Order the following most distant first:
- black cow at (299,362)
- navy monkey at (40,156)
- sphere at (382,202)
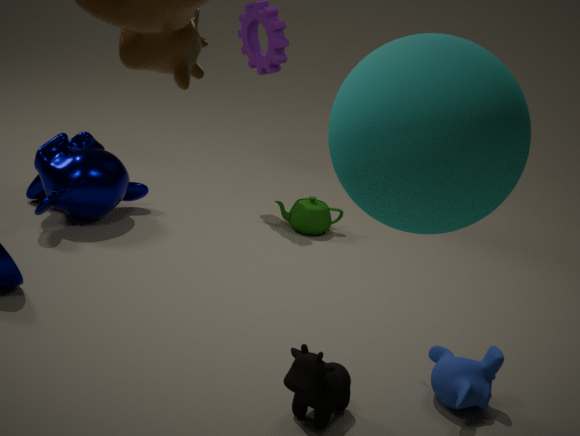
navy monkey at (40,156) → black cow at (299,362) → sphere at (382,202)
